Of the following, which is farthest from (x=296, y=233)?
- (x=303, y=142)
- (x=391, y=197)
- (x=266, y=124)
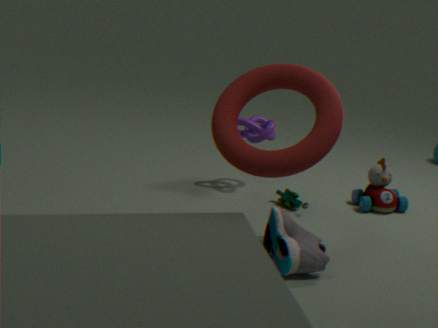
(x=266, y=124)
